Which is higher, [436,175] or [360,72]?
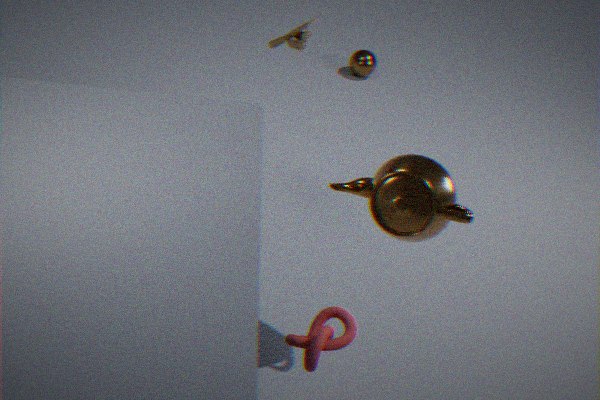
[436,175]
